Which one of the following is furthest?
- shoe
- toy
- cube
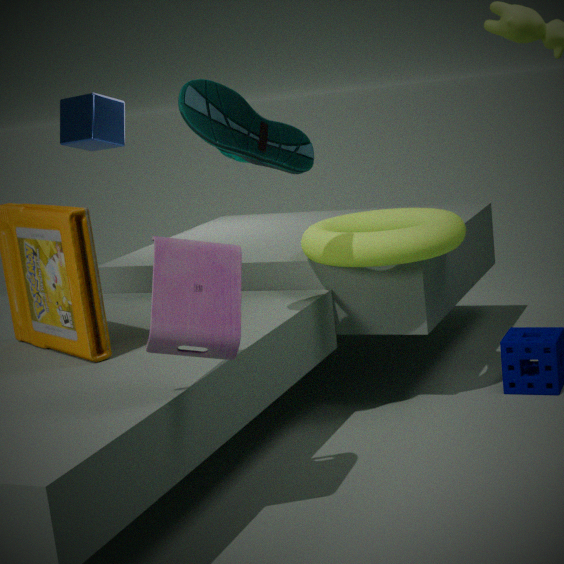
cube
